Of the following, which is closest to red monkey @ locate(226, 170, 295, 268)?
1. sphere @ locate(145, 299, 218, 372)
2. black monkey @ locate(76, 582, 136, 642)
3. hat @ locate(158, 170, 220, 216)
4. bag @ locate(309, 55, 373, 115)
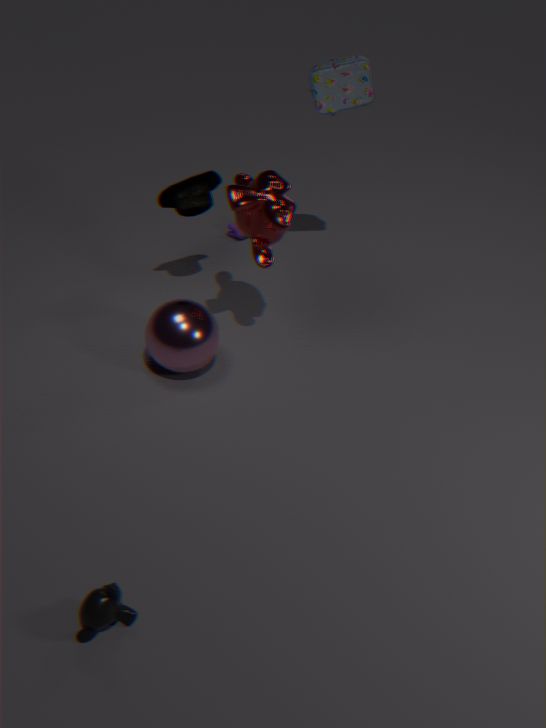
hat @ locate(158, 170, 220, 216)
